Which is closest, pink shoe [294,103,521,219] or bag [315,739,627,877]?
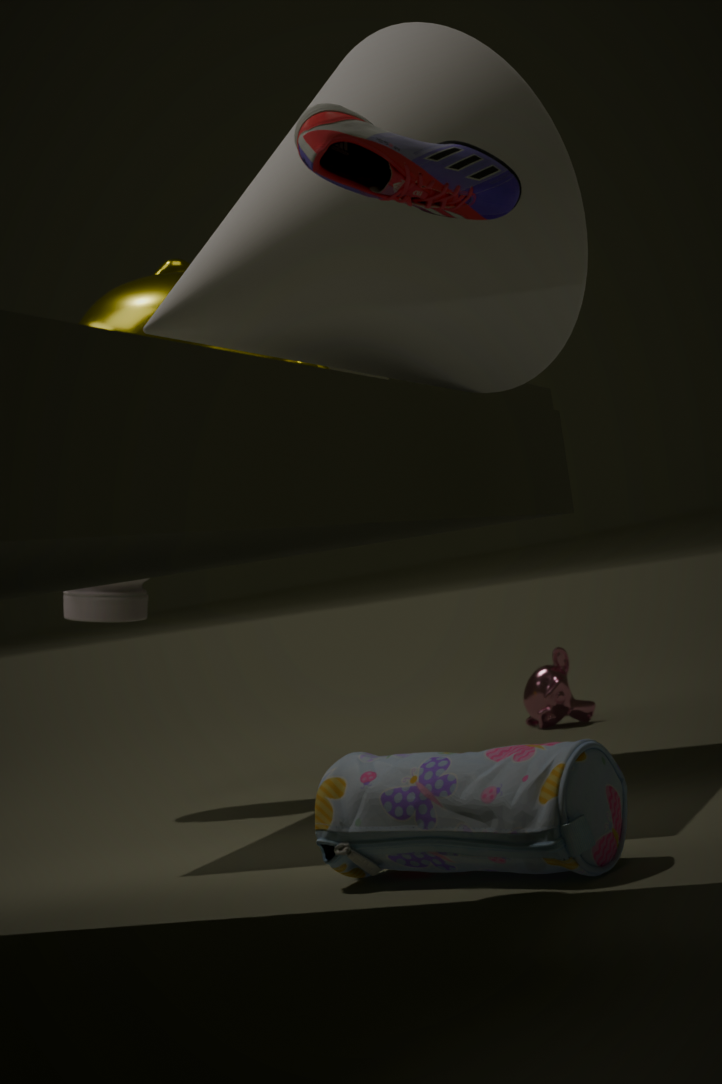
pink shoe [294,103,521,219]
